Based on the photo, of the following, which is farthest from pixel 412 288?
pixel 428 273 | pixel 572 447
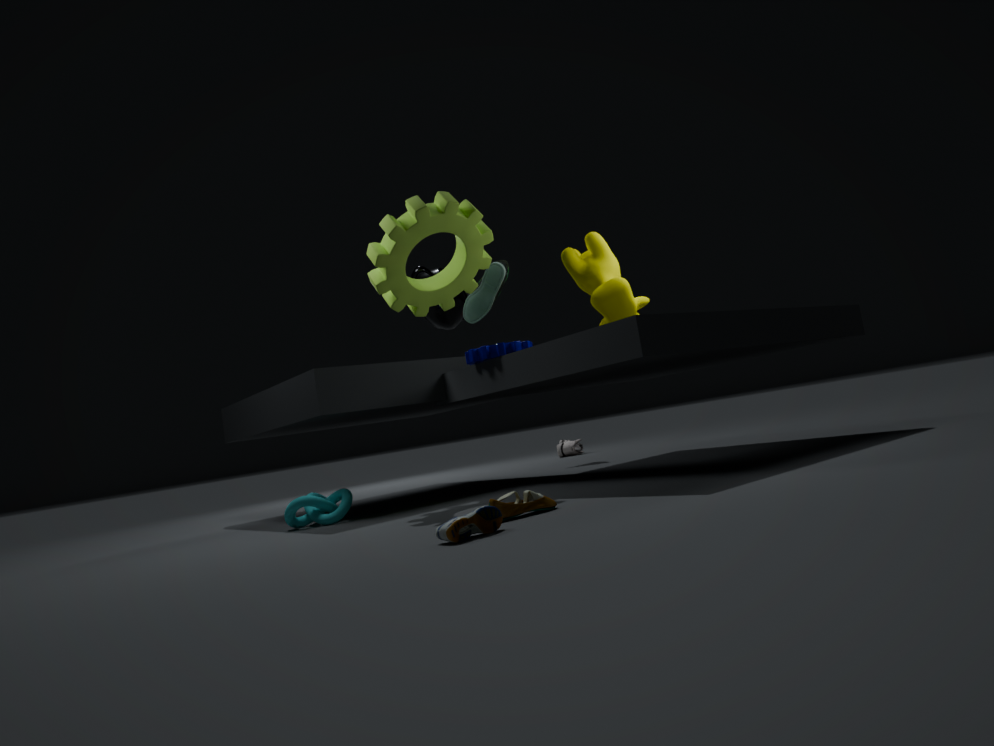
pixel 572 447
